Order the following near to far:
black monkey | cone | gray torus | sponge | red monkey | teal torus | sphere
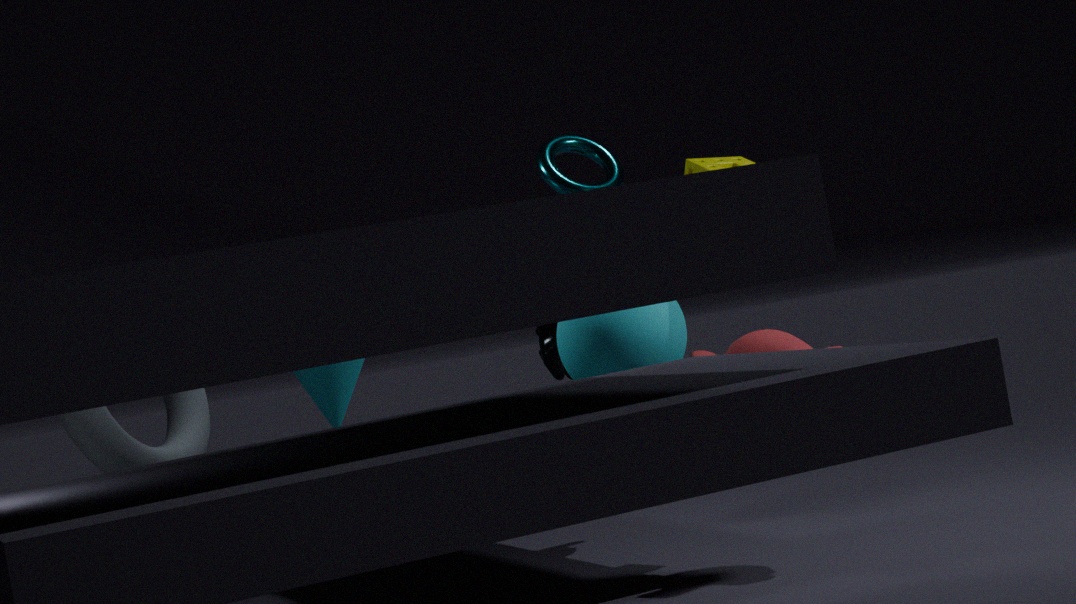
gray torus → red monkey → sphere → sponge → cone → teal torus → black monkey
